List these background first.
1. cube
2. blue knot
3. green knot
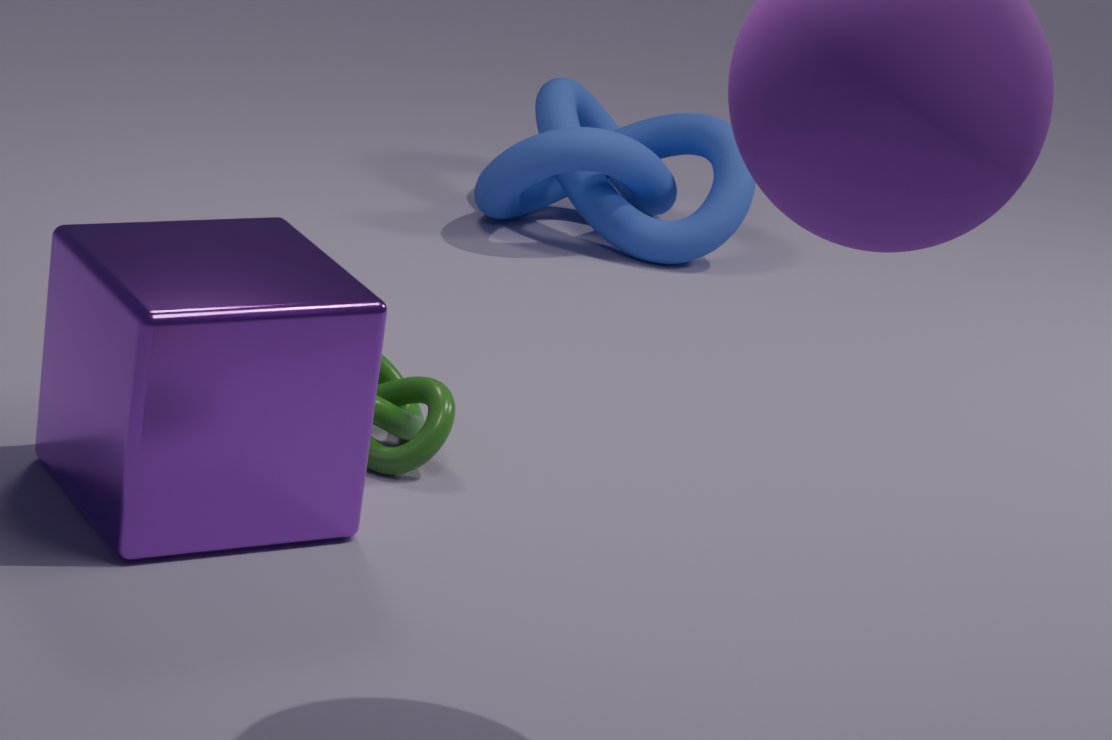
blue knot
green knot
cube
